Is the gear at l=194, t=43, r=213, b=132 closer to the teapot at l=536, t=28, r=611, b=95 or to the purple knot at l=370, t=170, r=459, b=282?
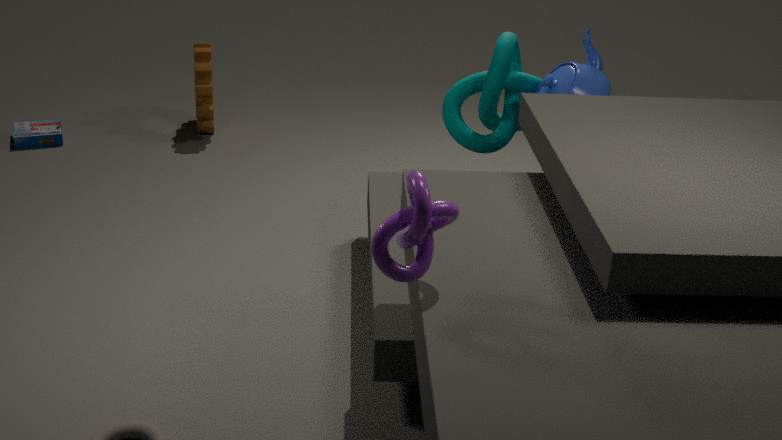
the teapot at l=536, t=28, r=611, b=95
